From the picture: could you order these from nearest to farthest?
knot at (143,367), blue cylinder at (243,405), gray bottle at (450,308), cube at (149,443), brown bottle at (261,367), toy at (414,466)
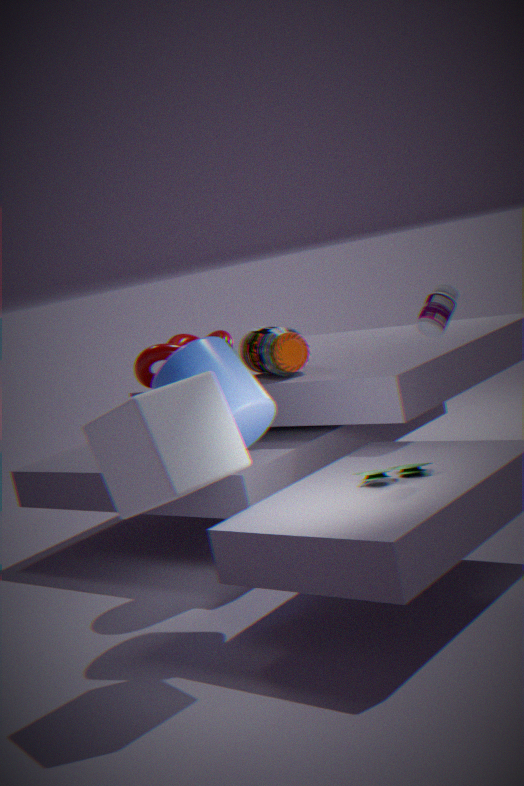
cube at (149,443), gray bottle at (450,308), toy at (414,466), blue cylinder at (243,405), brown bottle at (261,367), knot at (143,367)
